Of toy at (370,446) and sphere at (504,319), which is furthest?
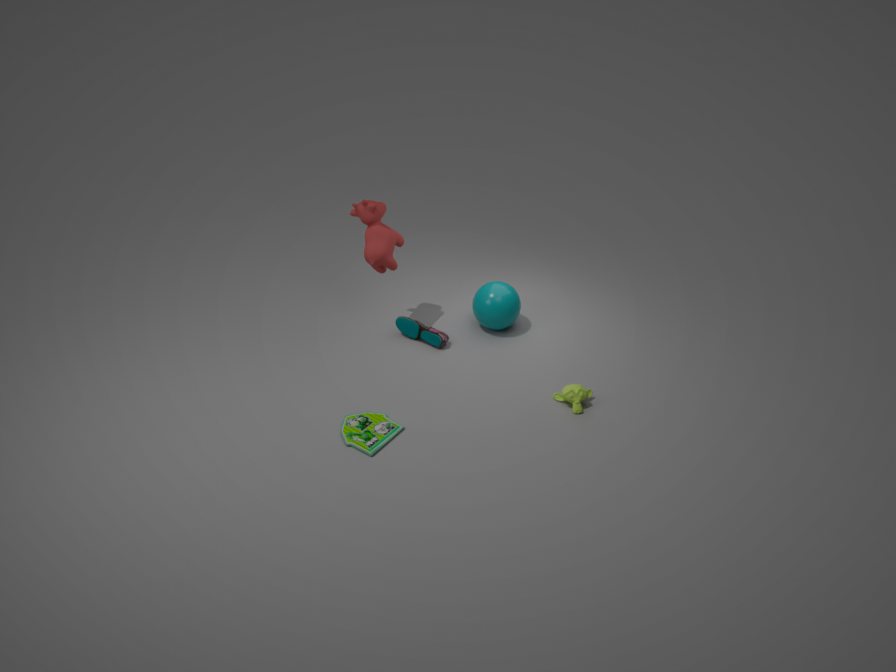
sphere at (504,319)
